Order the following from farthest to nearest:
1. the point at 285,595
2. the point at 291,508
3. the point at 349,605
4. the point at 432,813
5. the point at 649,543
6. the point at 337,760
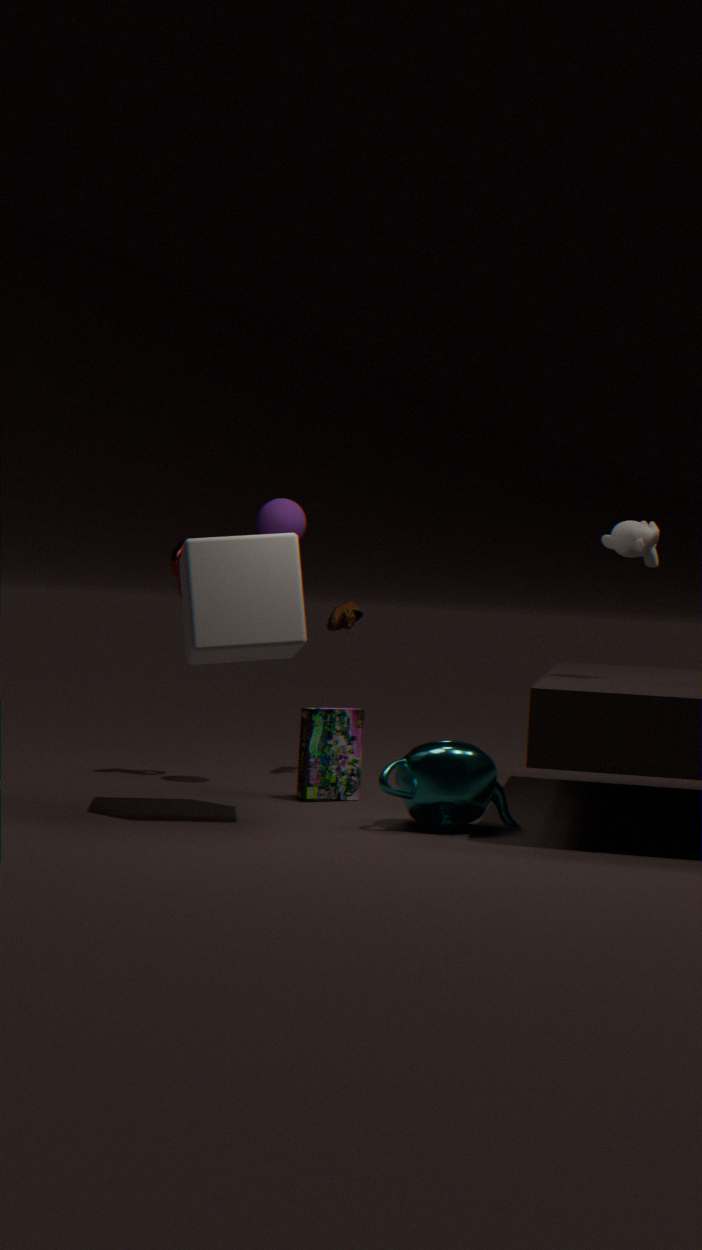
1. the point at 349,605
2. the point at 291,508
3. the point at 337,760
4. the point at 649,543
5. the point at 432,813
6. the point at 285,595
